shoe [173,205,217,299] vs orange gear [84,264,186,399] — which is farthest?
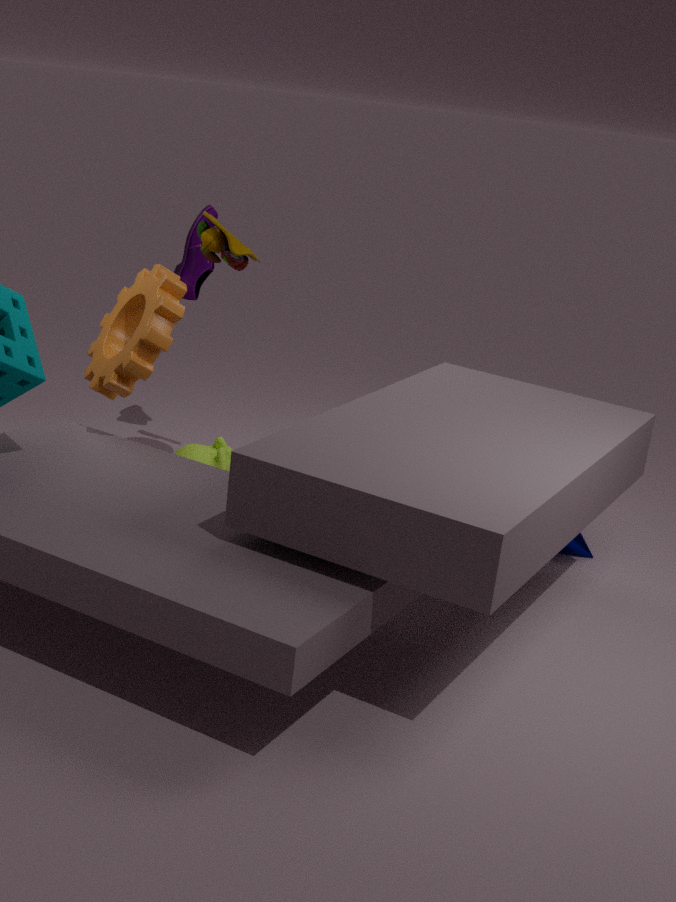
shoe [173,205,217,299]
